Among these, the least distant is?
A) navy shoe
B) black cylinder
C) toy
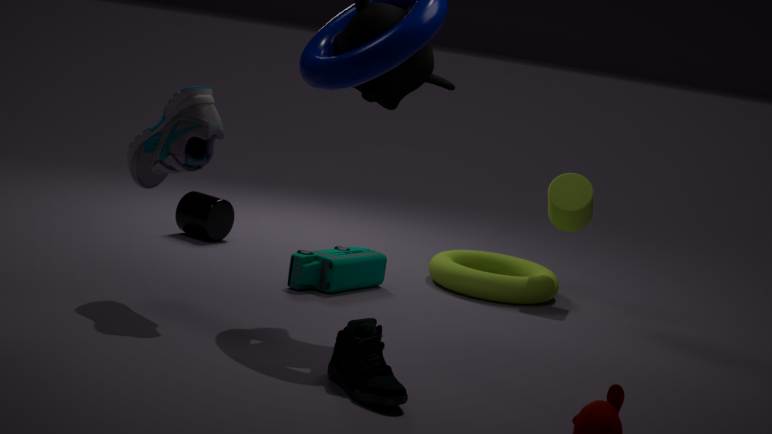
navy shoe
